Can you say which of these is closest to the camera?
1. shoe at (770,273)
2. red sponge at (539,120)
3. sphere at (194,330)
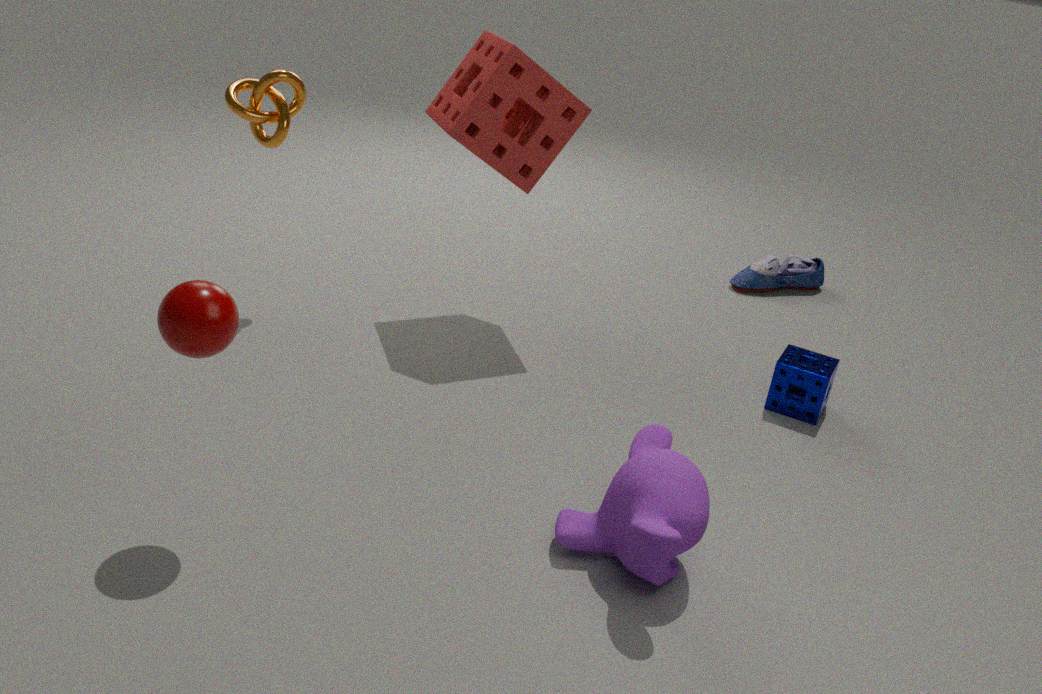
sphere at (194,330)
